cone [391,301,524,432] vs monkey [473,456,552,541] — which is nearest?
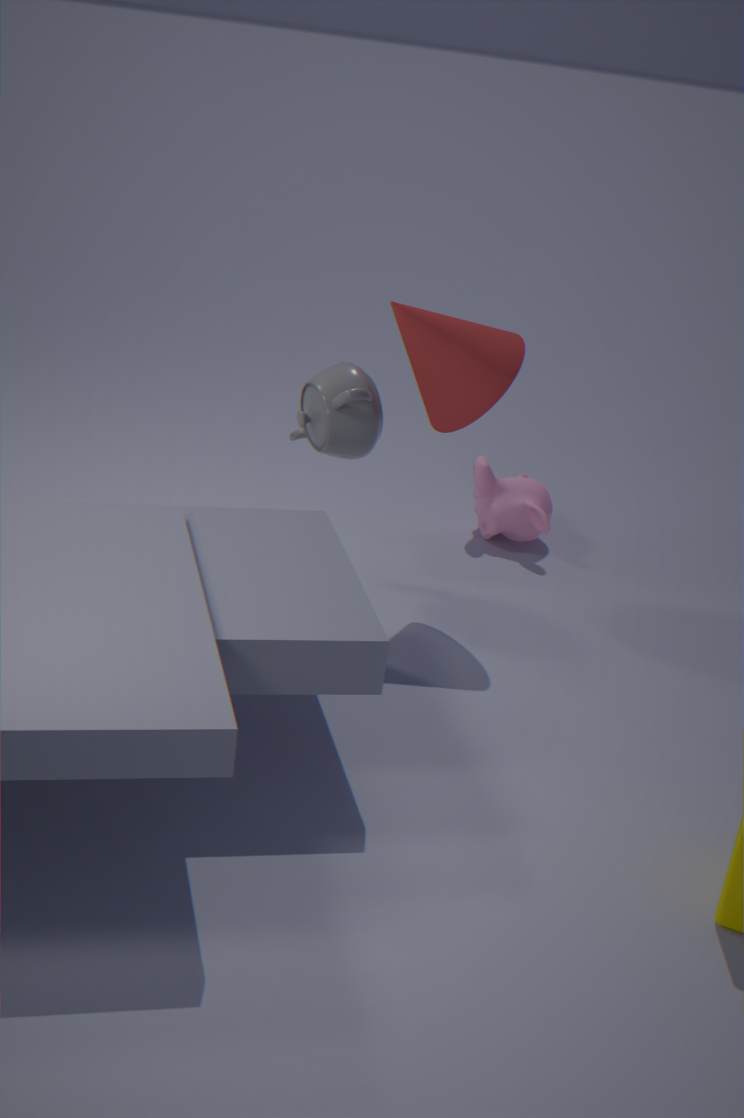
cone [391,301,524,432]
